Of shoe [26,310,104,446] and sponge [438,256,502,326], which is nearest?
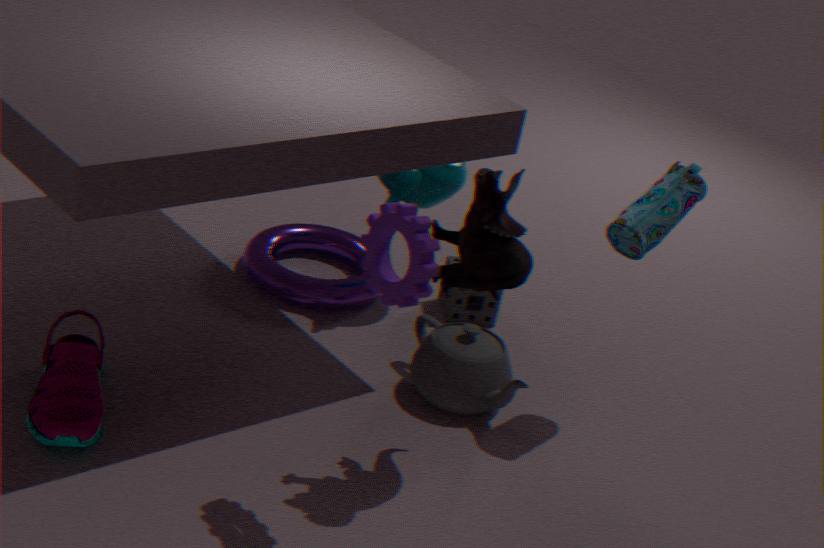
shoe [26,310,104,446]
